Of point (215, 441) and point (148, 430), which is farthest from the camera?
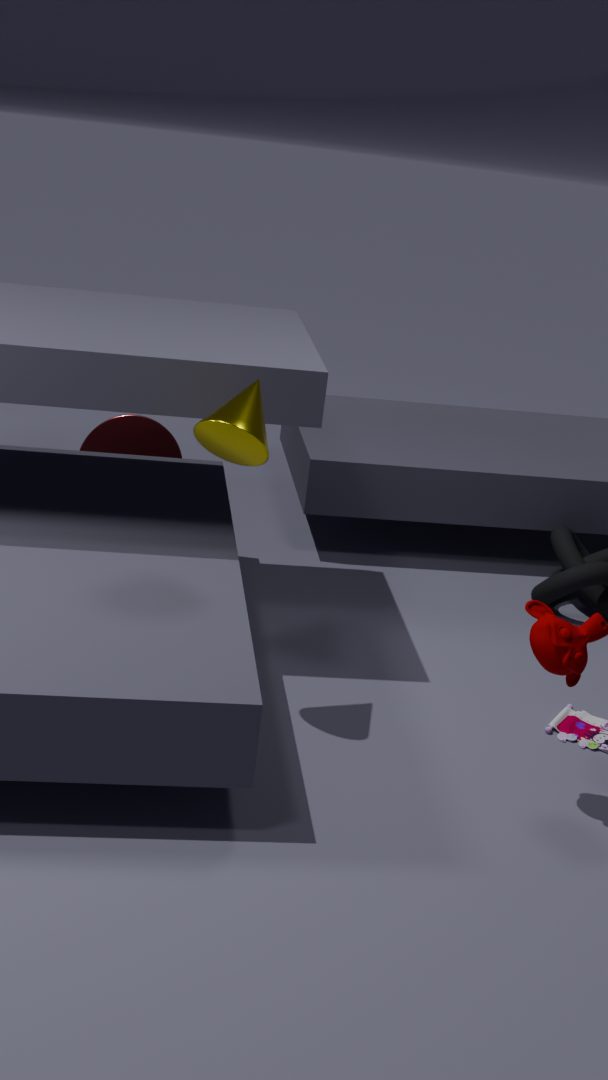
point (148, 430)
